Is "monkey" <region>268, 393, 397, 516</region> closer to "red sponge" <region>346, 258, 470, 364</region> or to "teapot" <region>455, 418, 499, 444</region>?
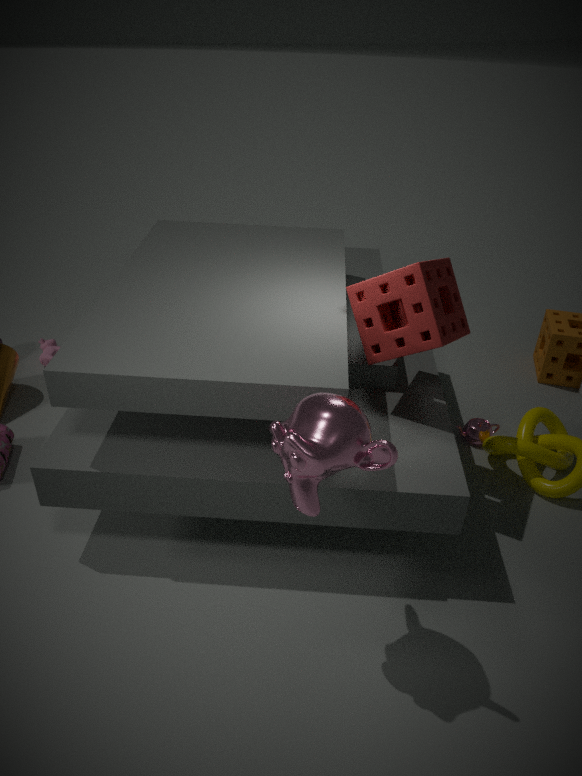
"red sponge" <region>346, 258, 470, 364</region>
